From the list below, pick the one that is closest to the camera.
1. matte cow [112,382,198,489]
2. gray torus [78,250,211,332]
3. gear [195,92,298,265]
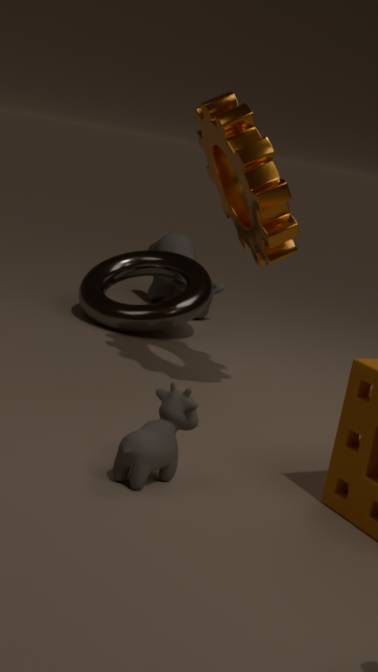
matte cow [112,382,198,489]
